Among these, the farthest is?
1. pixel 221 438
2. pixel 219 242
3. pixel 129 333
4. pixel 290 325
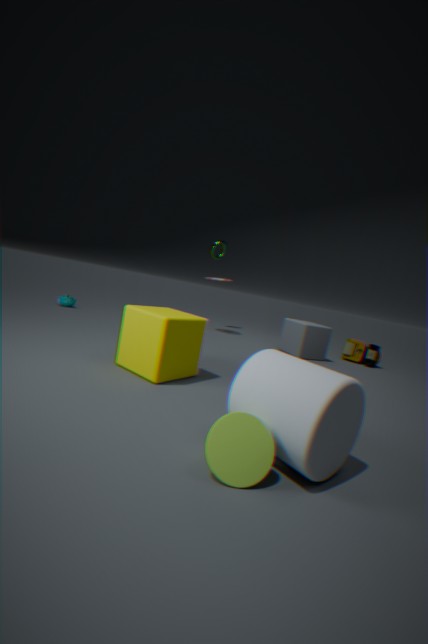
pixel 219 242
